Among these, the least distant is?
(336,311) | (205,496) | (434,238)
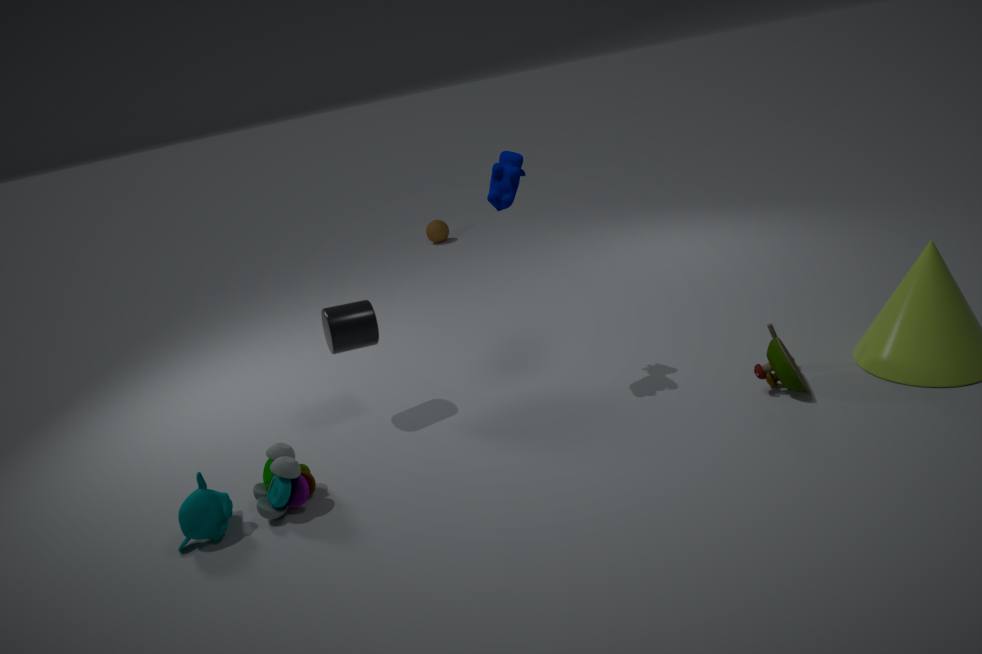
(205,496)
